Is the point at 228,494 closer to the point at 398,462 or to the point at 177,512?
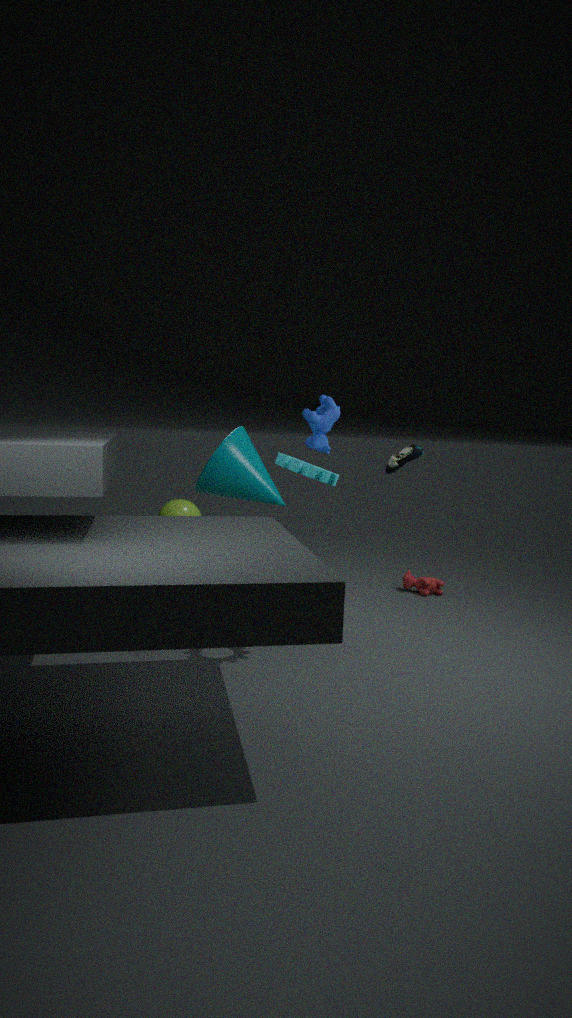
the point at 398,462
